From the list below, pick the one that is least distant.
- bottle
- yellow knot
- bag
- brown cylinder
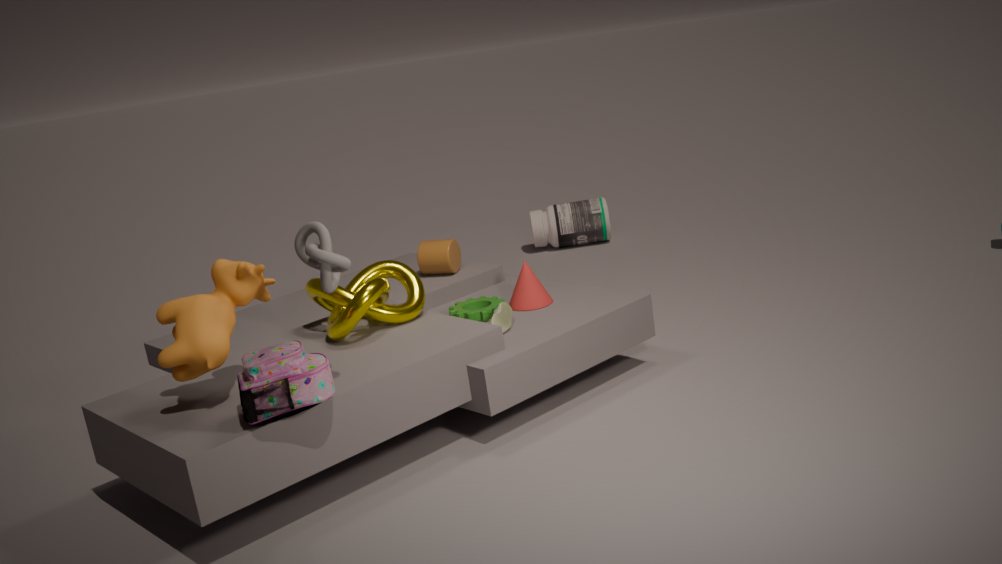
bag
